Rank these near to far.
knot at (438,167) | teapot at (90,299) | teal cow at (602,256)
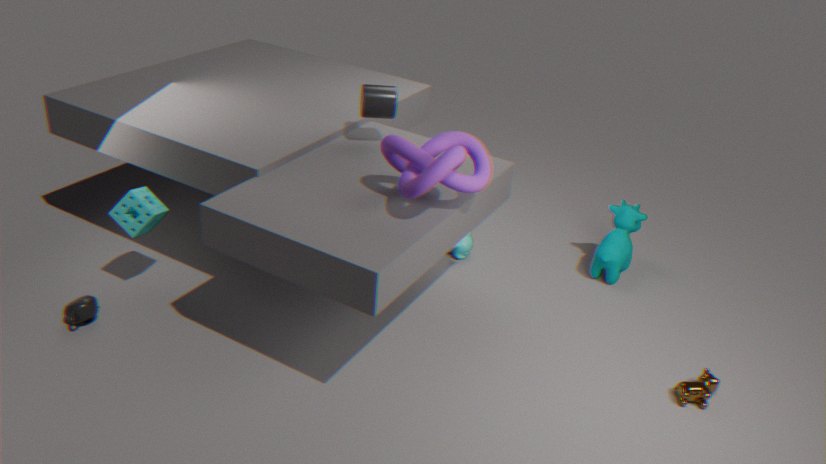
knot at (438,167), teapot at (90,299), teal cow at (602,256)
